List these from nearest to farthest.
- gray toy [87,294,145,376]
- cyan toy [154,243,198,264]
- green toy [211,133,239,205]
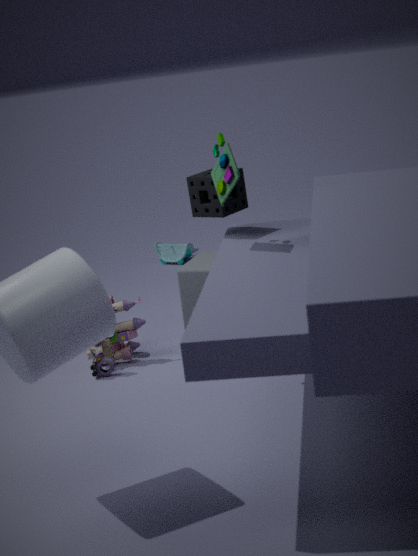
green toy [211,133,239,205], gray toy [87,294,145,376], cyan toy [154,243,198,264]
